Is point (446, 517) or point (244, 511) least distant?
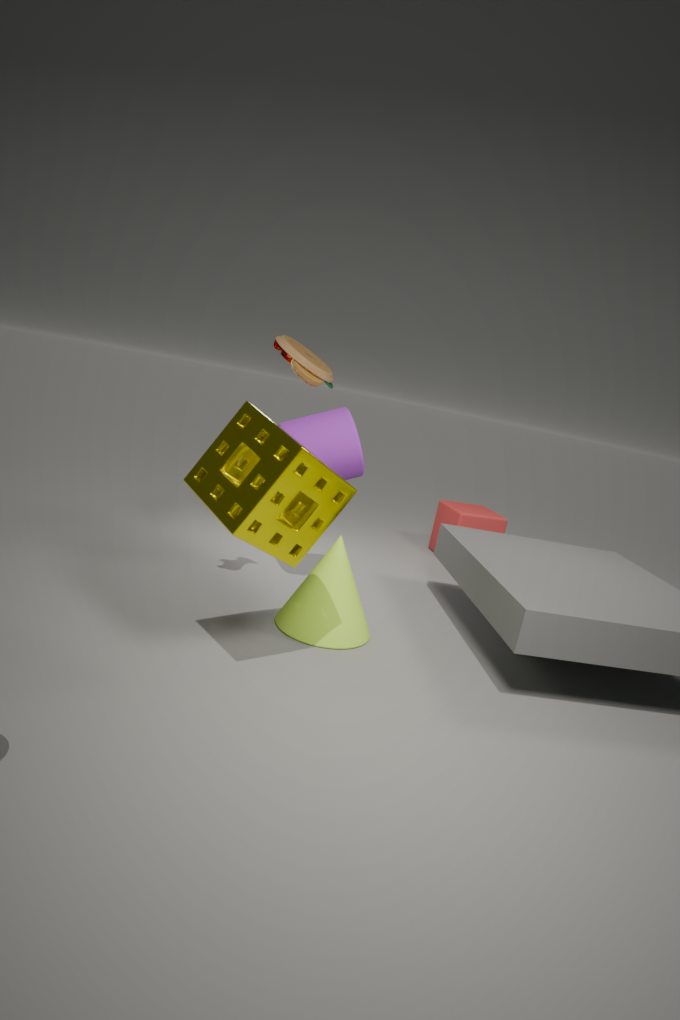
point (244, 511)
